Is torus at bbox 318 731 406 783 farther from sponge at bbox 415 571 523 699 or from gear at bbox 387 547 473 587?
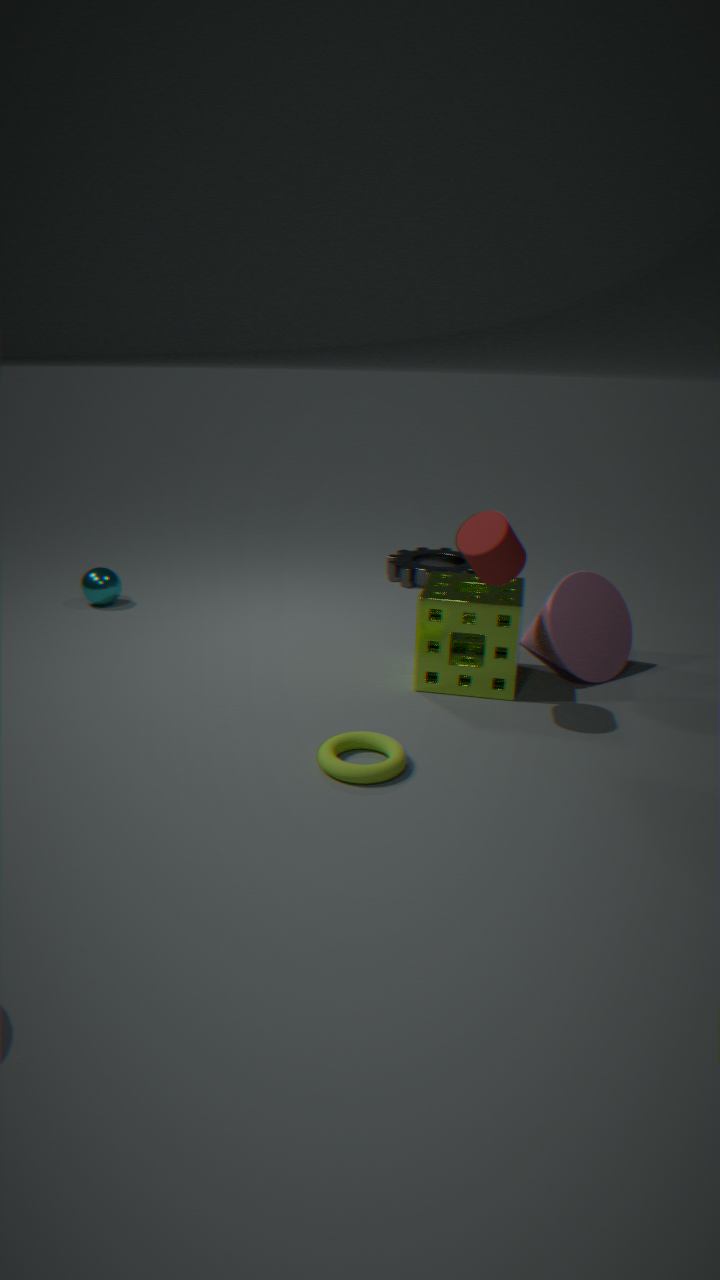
gear at bbox 387 547 473 587
